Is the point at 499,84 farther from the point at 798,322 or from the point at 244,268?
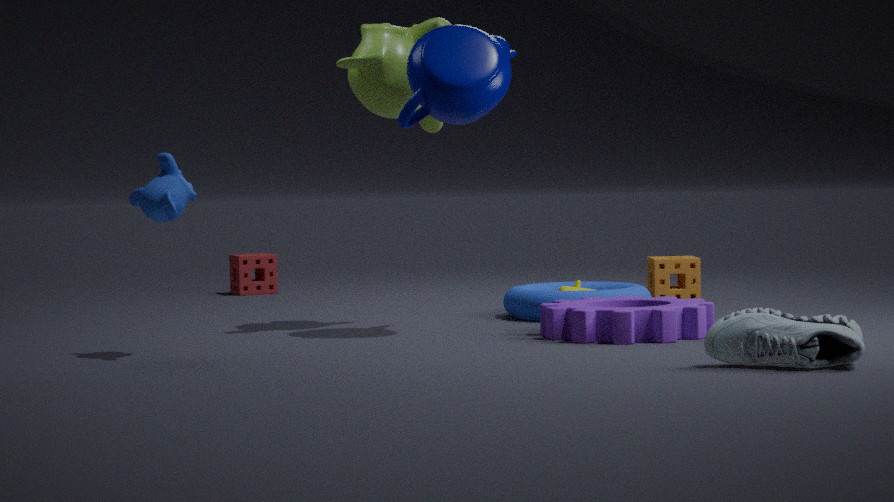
the point at 244,268
